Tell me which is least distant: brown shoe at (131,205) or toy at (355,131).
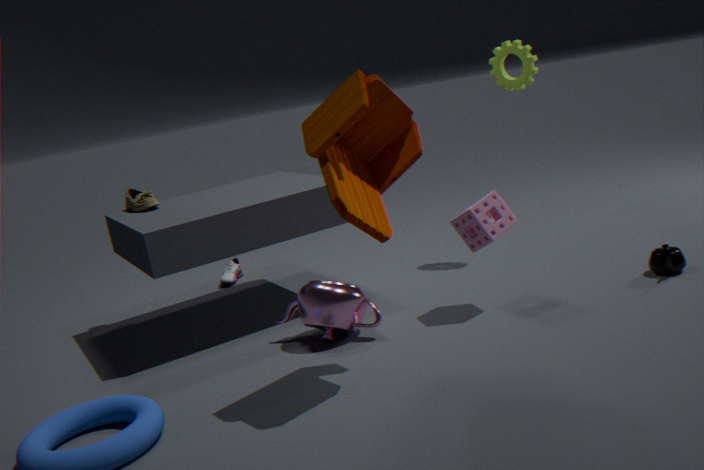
toy at (355,131)
